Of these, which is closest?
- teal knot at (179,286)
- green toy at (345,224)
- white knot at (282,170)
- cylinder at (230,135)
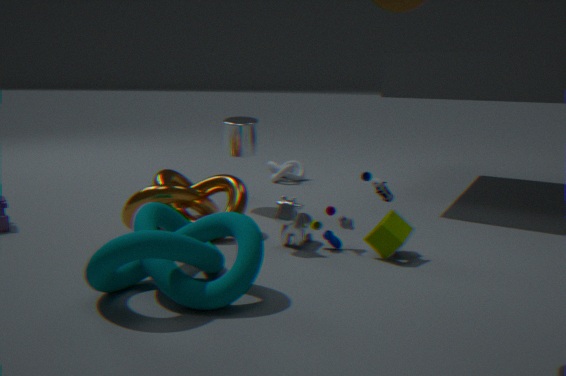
teal knot at (179,286)
